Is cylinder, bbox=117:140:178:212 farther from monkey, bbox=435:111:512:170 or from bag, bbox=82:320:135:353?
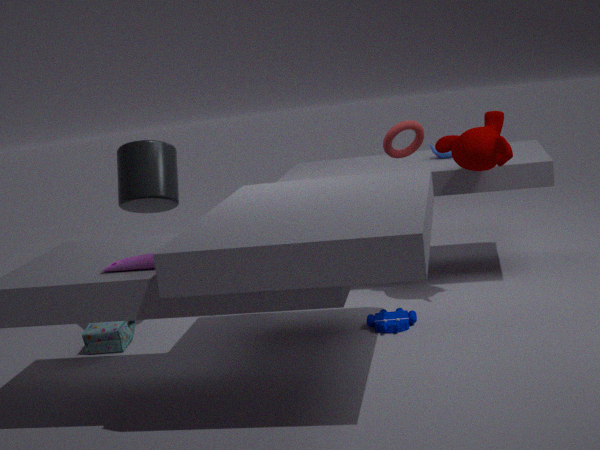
monkey, bbox=435:111:512:170
